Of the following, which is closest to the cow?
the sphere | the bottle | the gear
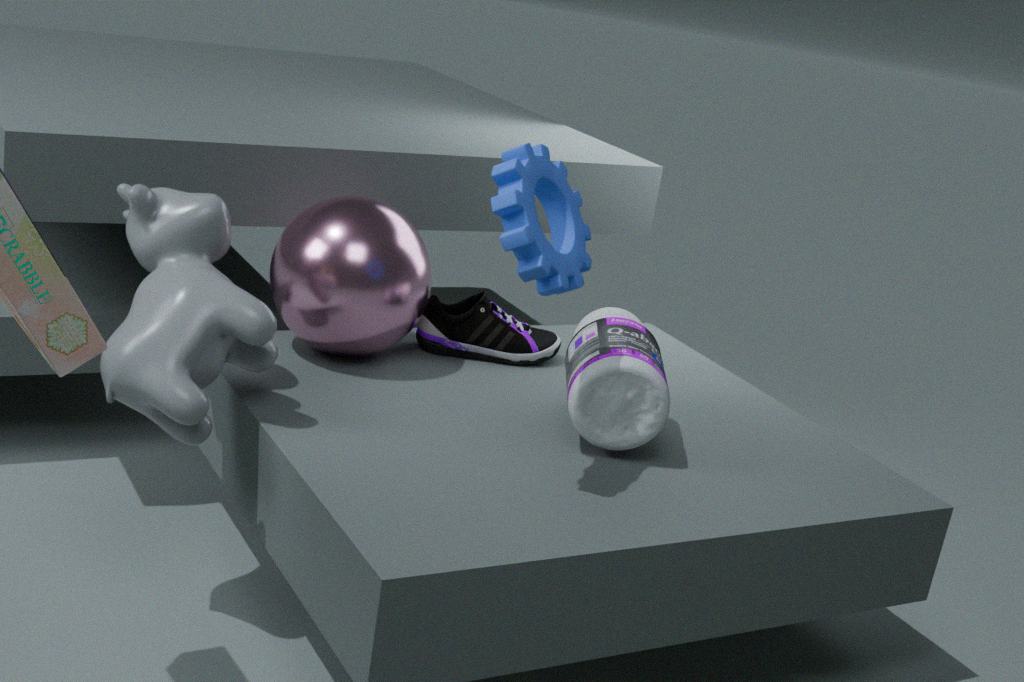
the sphere
